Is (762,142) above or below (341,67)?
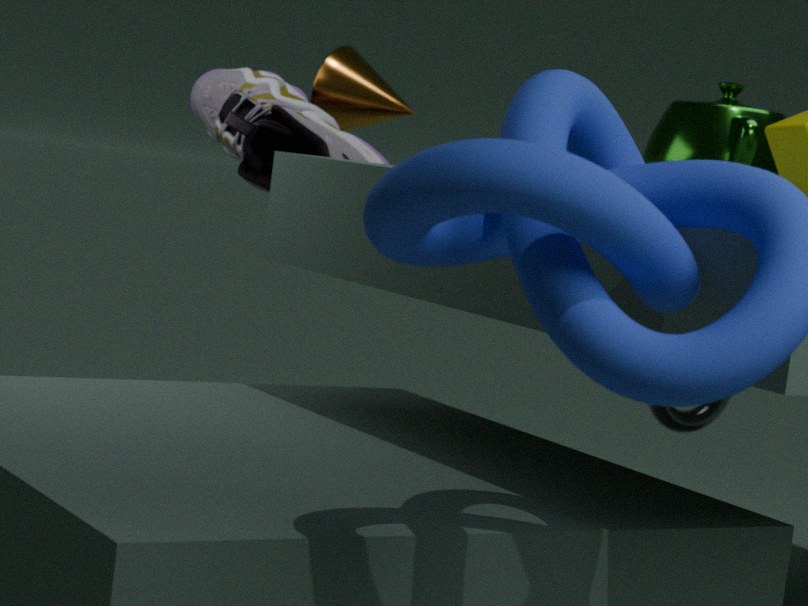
below
